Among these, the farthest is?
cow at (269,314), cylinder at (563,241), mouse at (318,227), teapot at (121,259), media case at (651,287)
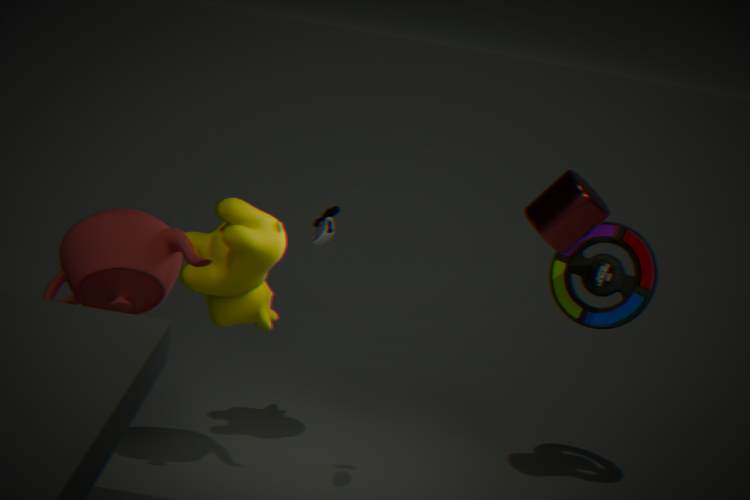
media case at (651,287)
